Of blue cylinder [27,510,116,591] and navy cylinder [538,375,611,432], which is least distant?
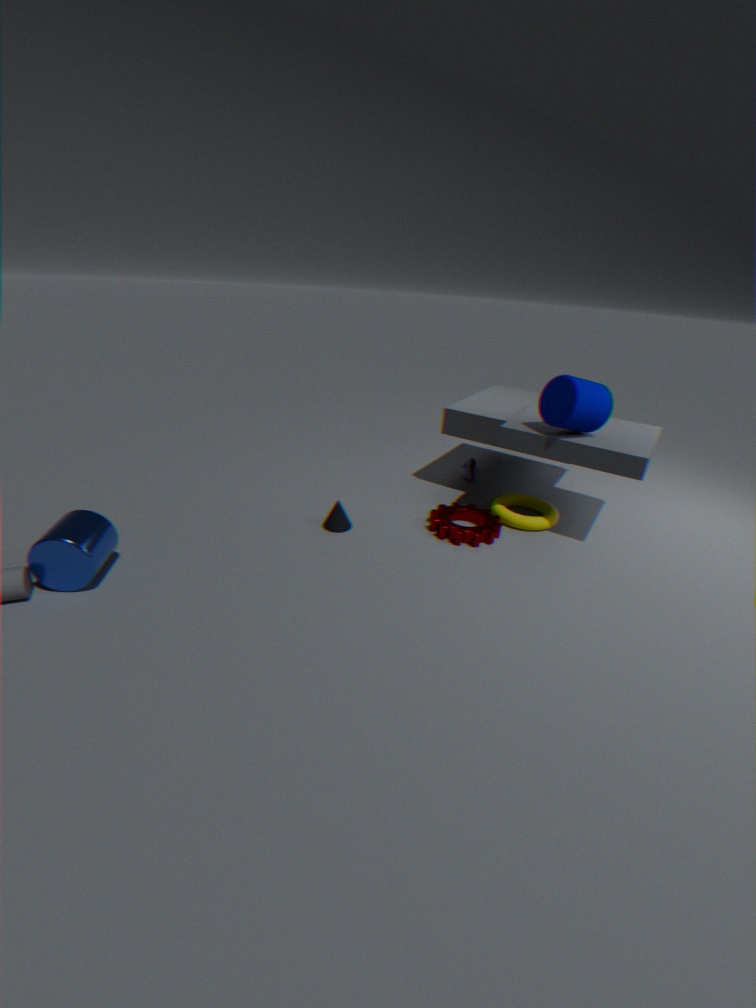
blue cylinder [27,510,116,591]
